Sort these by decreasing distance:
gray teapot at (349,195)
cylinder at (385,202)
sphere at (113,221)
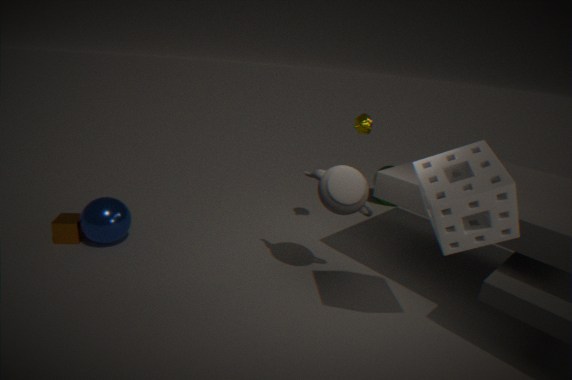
cylinder at (385,202), sphere at (113,221), gray teapot at (349,195)
